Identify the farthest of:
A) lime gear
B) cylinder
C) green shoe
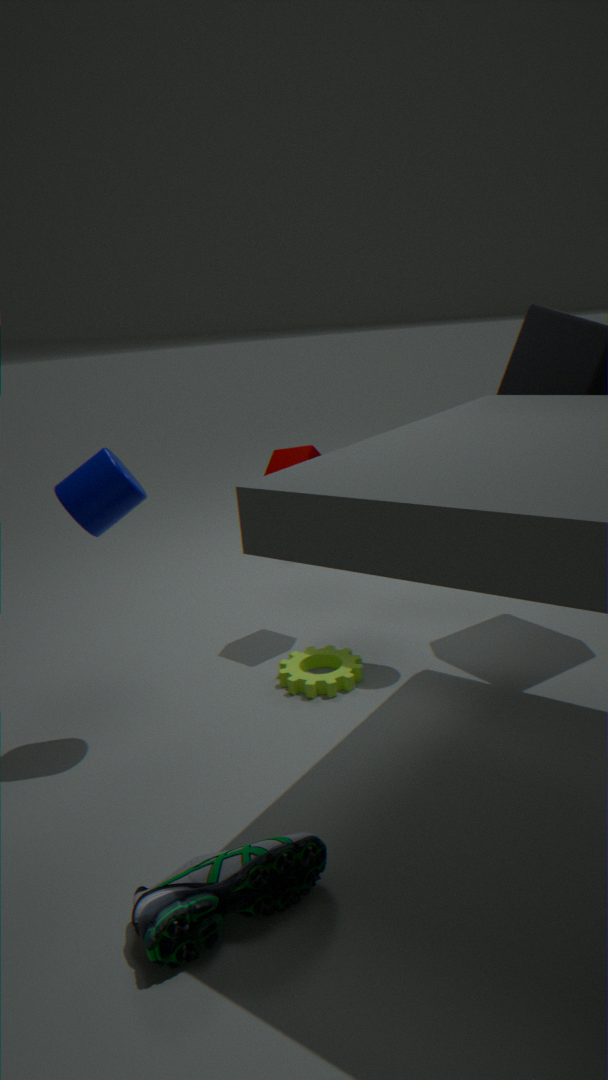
lime gear
